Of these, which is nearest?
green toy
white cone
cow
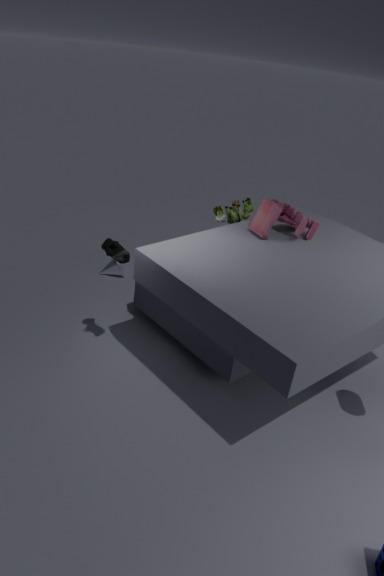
cow
